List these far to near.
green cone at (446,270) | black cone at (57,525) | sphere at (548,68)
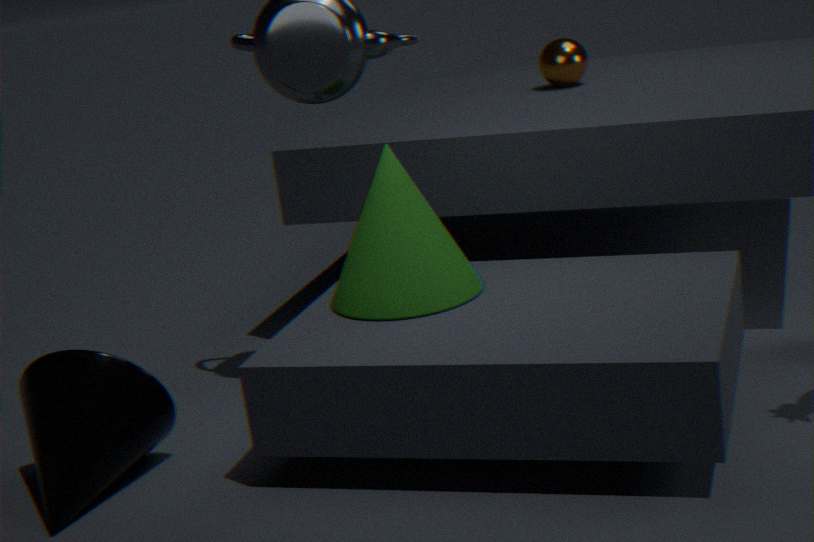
sphere at (548,68)
green cone at (446,270)
black cone at (57,525)
